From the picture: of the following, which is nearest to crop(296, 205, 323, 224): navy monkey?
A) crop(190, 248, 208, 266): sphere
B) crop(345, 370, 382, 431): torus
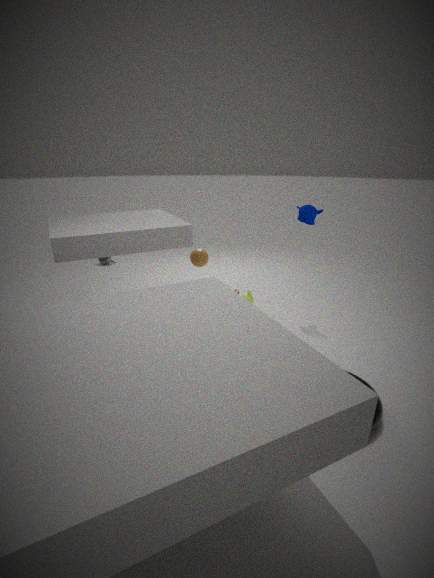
crop(190, 248, 208, 266): sphere
